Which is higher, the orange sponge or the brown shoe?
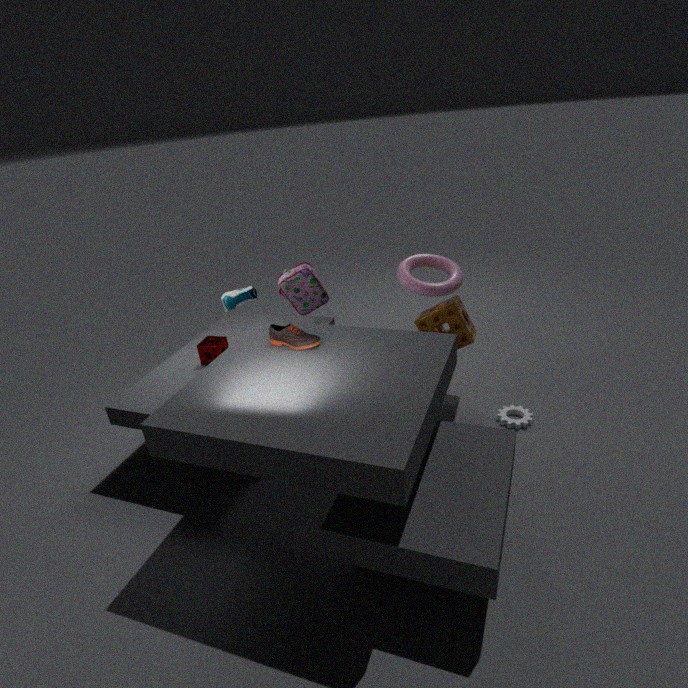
the brown shoe
